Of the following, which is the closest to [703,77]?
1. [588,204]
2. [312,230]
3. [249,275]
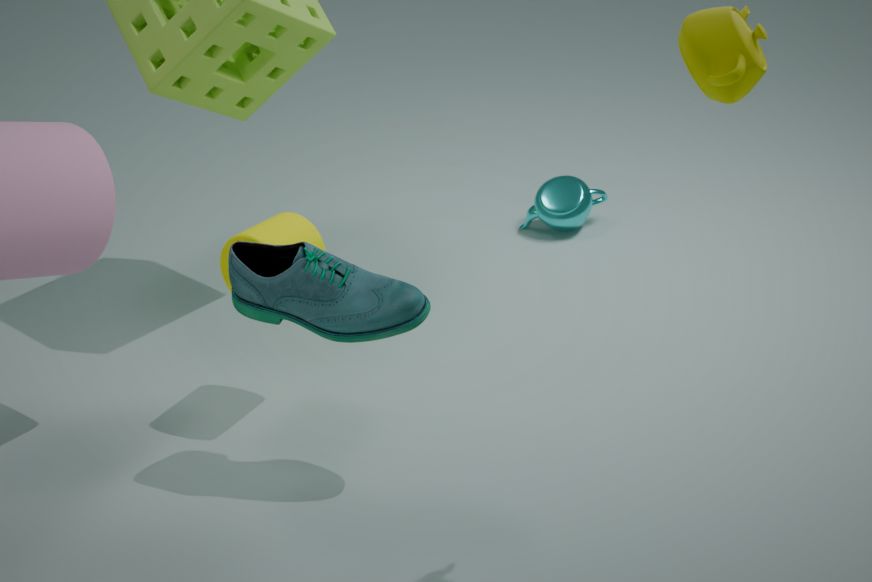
[249,275]
